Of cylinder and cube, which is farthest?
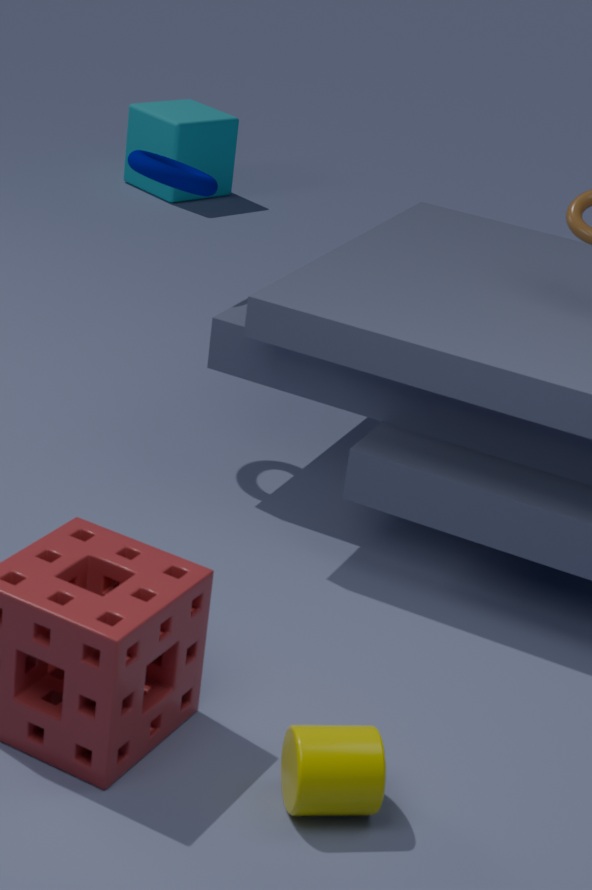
cube
